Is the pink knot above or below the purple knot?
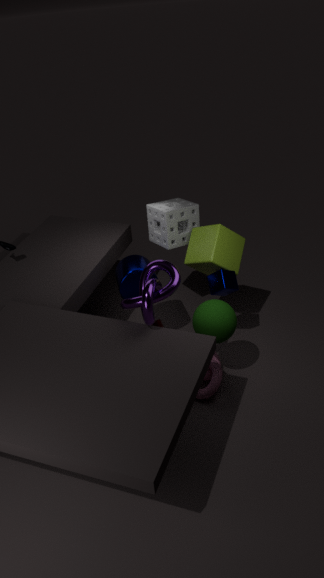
below
